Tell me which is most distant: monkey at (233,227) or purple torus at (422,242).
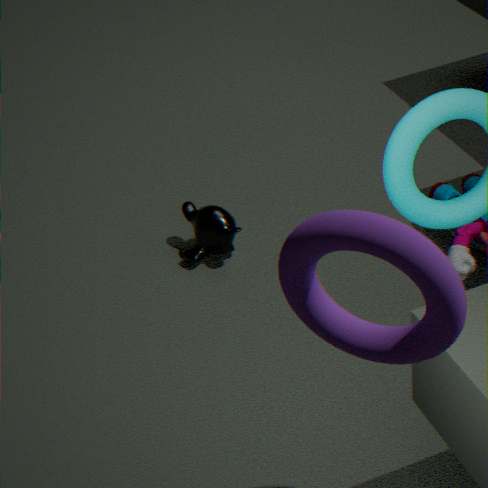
monkey at (233,227)
